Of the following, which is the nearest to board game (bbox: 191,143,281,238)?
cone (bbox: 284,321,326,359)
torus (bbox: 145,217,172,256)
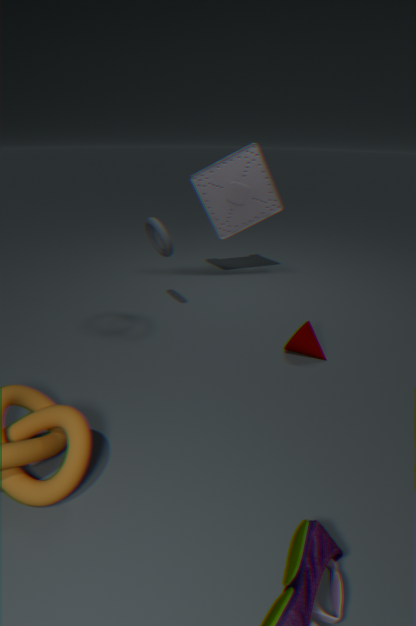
torus (bbox: 145,217,172,256)
